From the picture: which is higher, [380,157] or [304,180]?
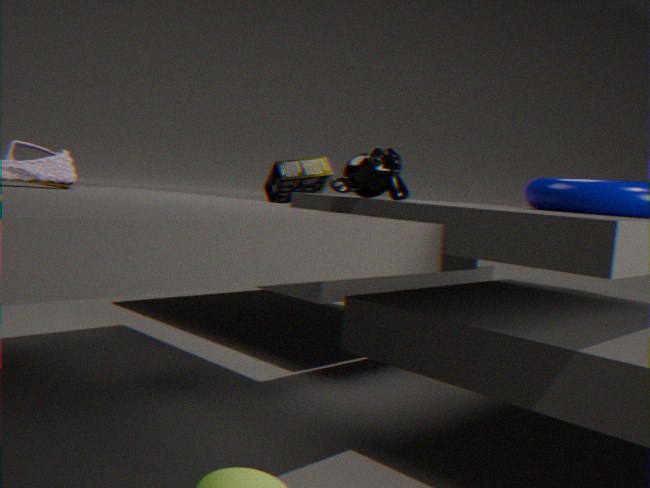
[380,157]
